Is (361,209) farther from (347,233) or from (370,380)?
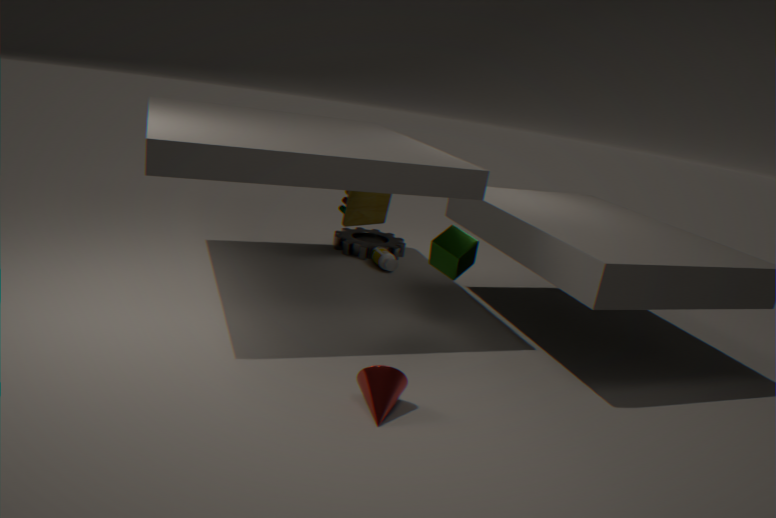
(370,380)
